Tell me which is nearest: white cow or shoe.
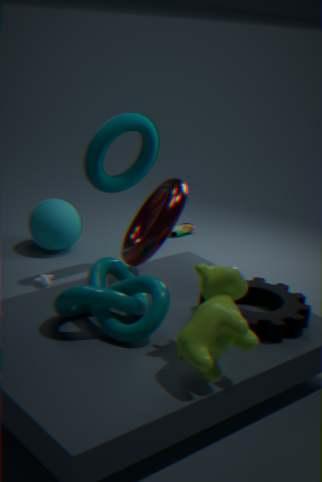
white cow
